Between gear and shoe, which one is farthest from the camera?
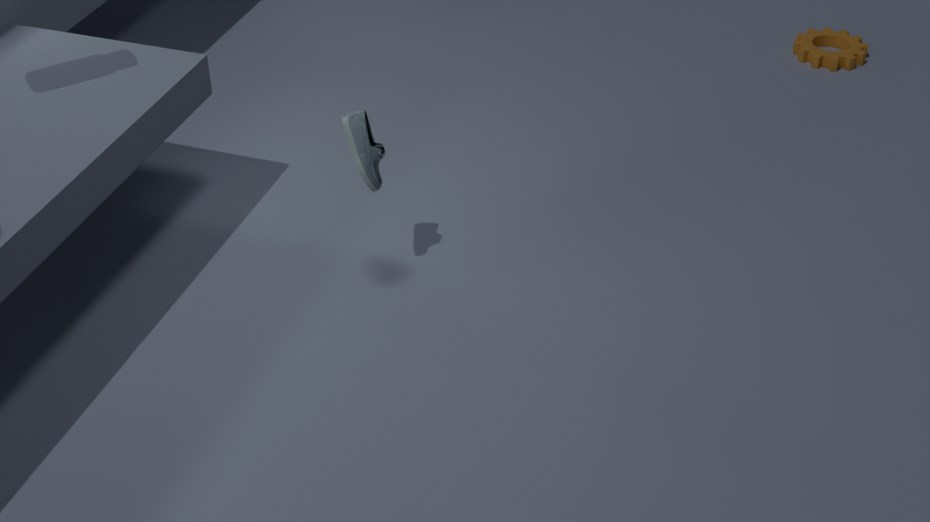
gear
